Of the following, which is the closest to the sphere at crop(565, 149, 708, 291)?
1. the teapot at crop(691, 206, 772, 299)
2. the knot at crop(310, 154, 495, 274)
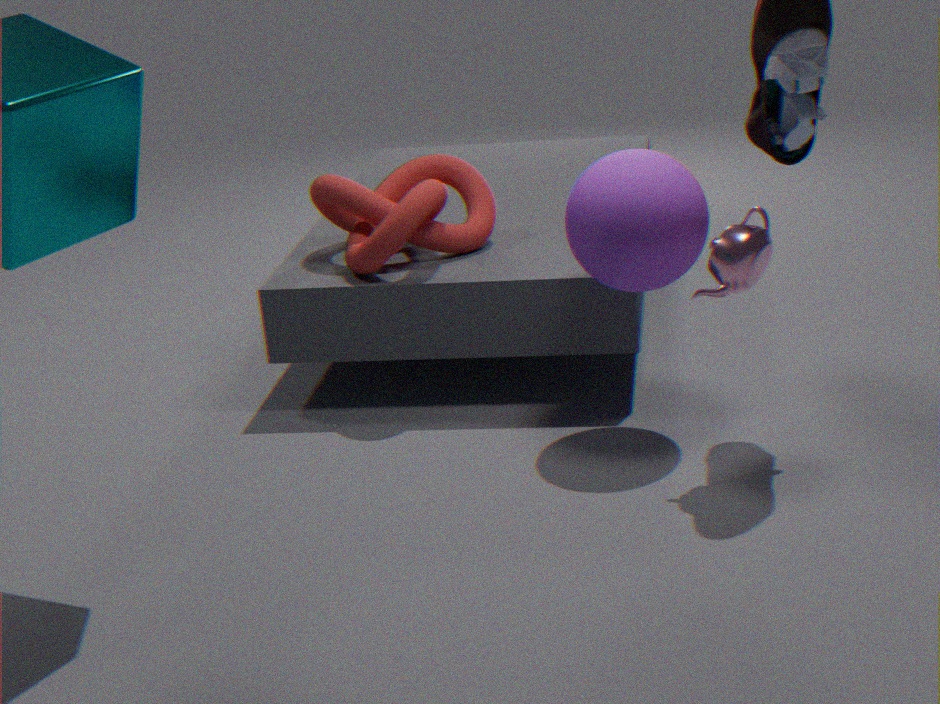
the teapot at crop(691, 206, 772, 299)
